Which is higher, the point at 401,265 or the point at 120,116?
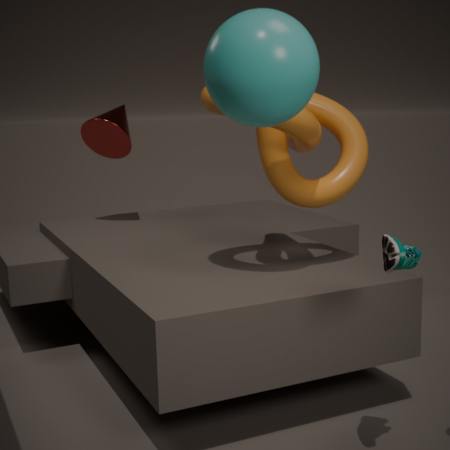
the point at 120,116
